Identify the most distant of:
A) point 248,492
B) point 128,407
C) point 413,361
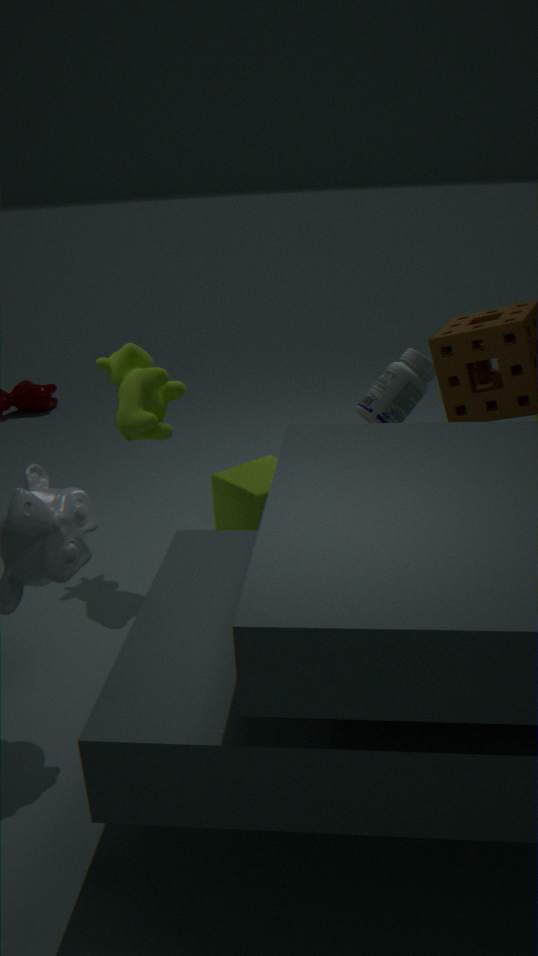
point 413,361
